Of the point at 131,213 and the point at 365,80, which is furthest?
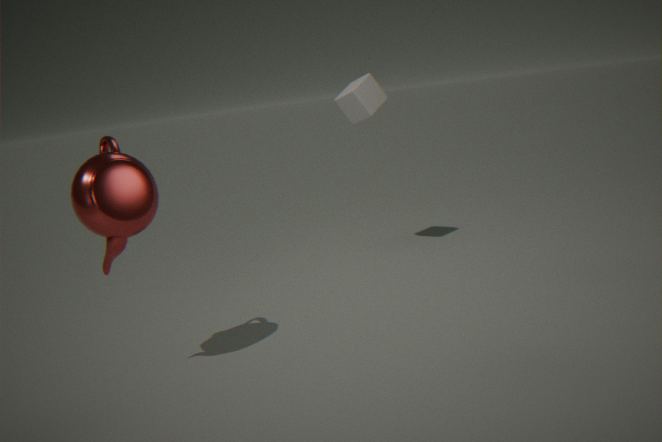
the point at 365,80
